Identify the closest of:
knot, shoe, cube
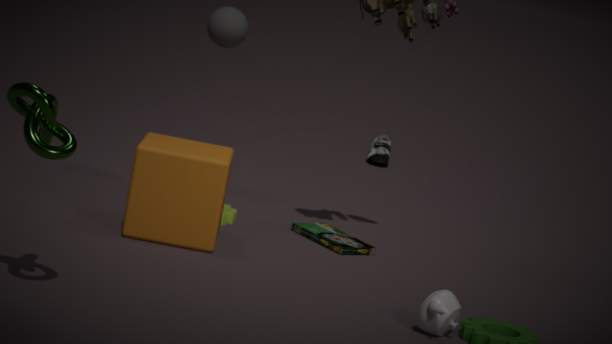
knot
